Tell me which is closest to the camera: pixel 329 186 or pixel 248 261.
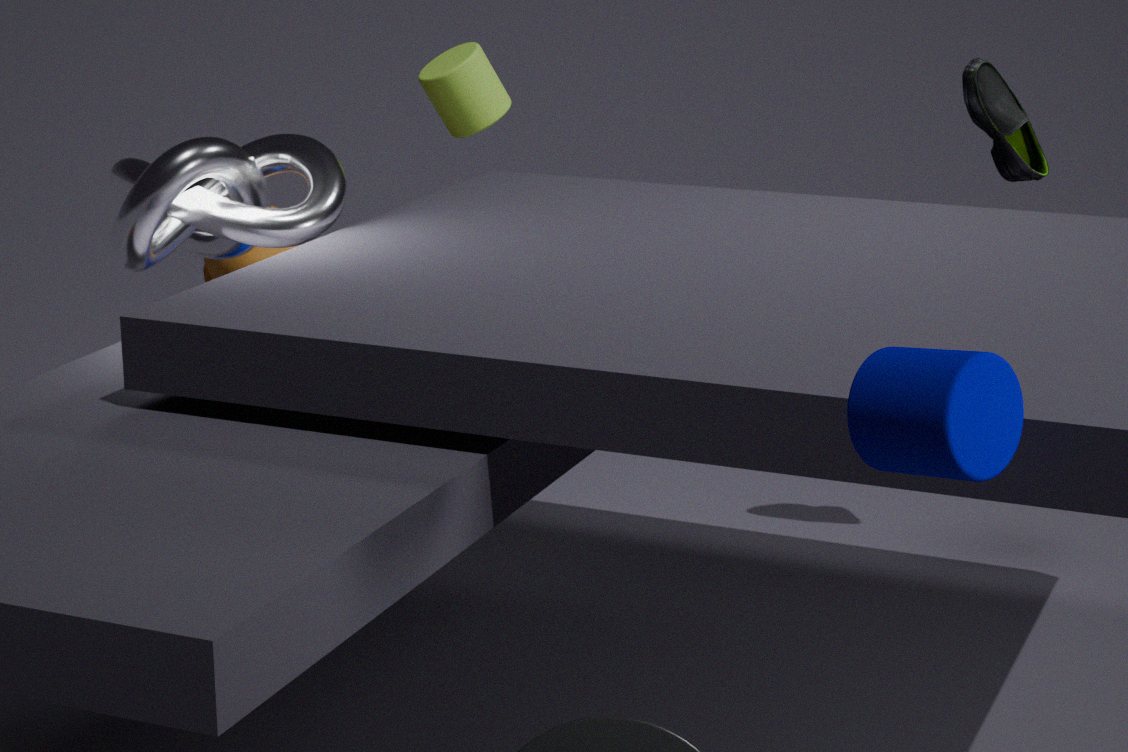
pixel 329 186
